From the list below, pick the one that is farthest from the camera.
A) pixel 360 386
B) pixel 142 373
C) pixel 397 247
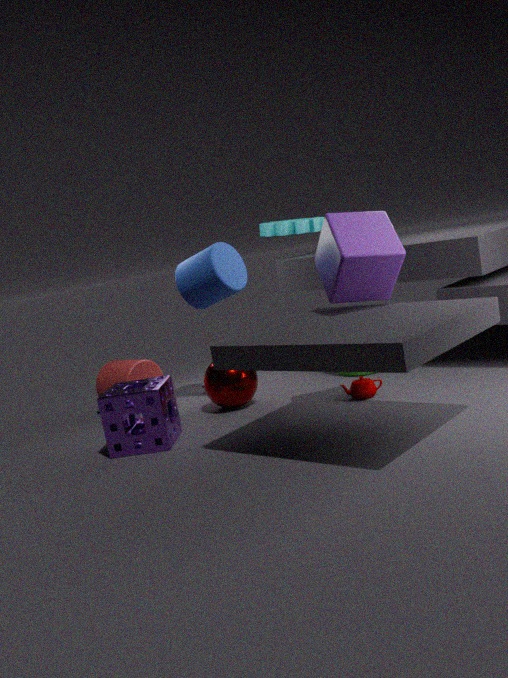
pixel 142 373
